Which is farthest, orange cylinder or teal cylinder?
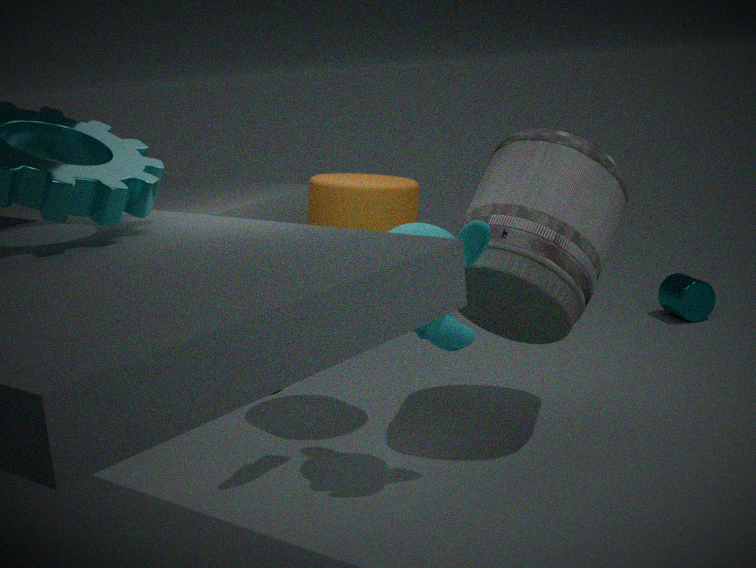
teal cylinder
